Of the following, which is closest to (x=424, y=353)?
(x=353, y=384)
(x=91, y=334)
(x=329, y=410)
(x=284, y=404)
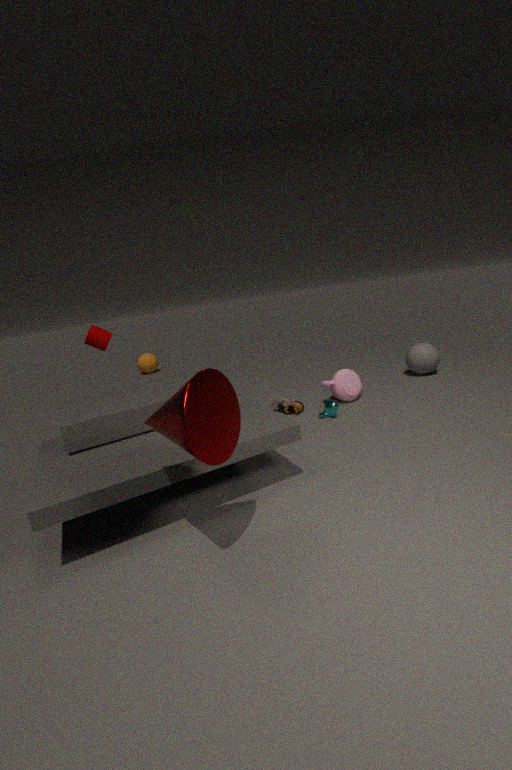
(x=353, y=384)
